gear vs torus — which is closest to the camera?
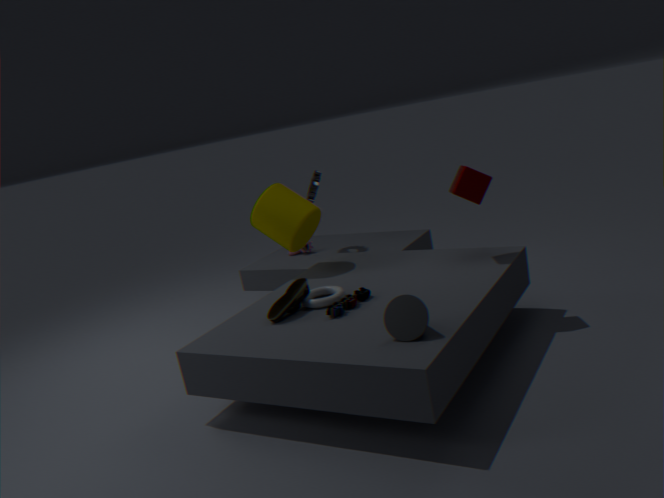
torus
